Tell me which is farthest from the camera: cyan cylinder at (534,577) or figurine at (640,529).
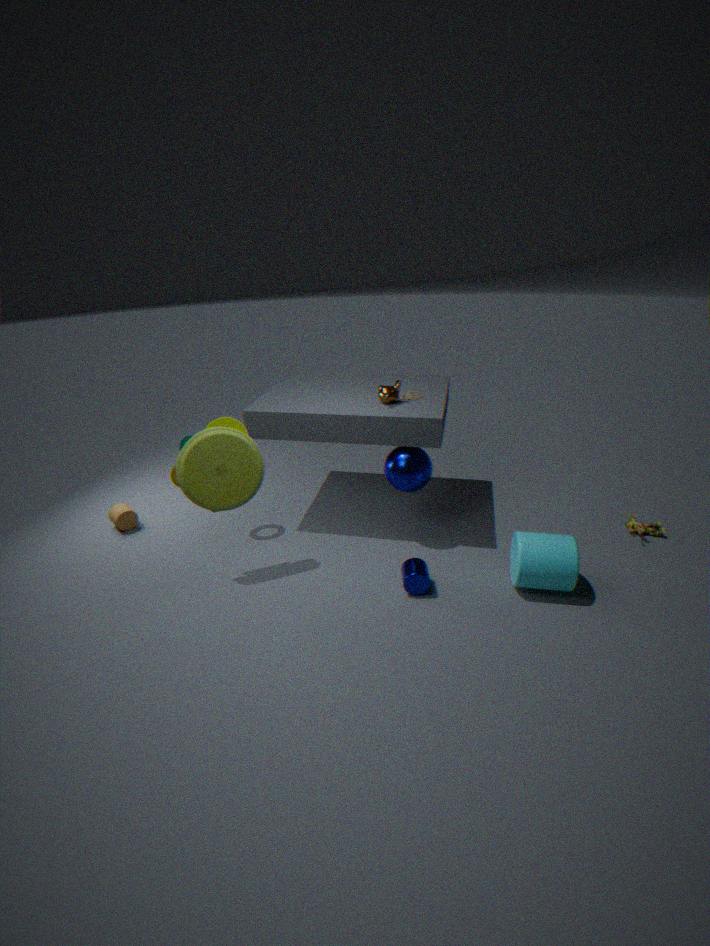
figurine at (640,529)
